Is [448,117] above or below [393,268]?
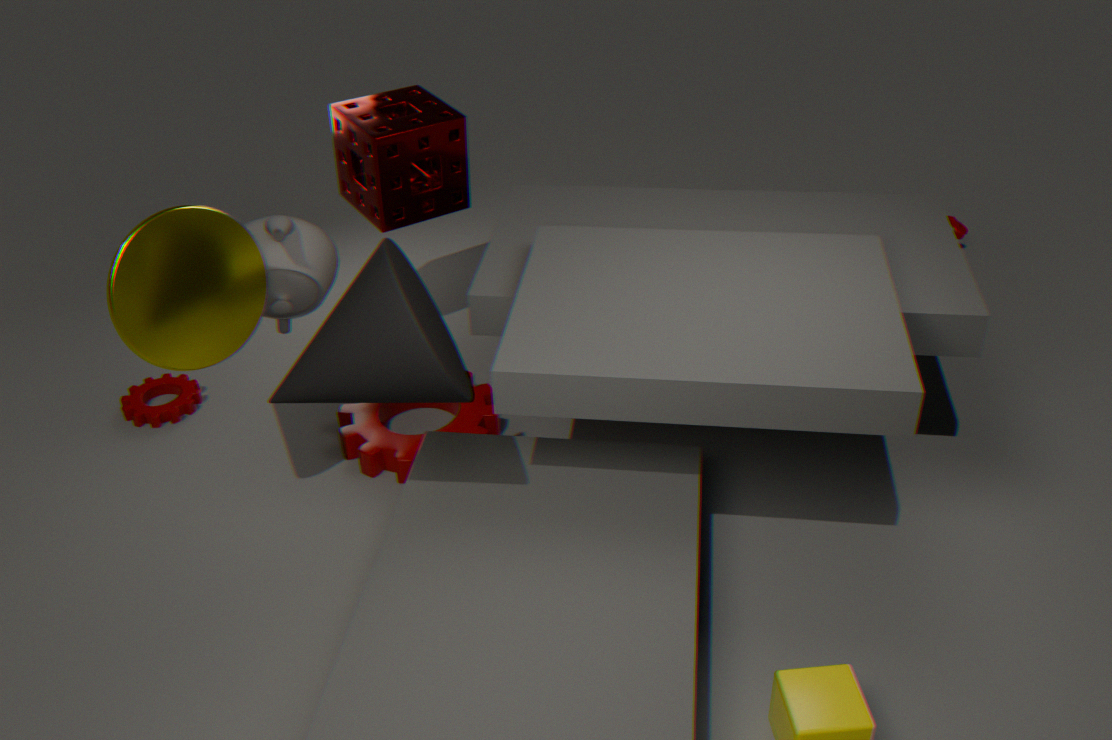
below
